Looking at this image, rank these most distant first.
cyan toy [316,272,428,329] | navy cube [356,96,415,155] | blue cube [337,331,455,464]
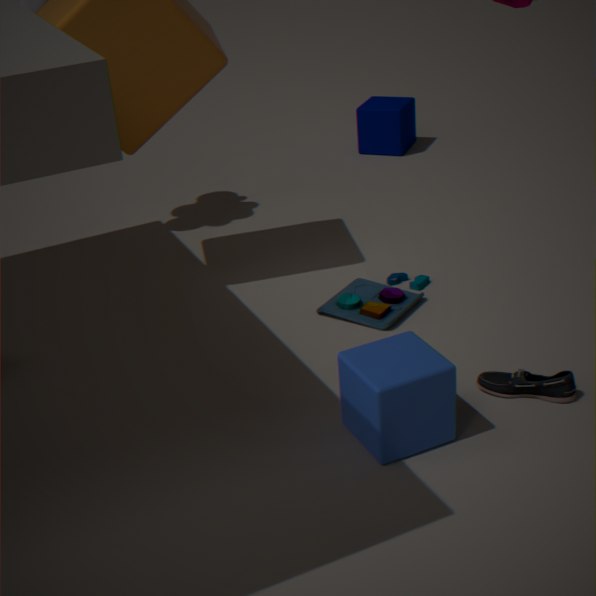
1. navy cube [356,96,415,155]
2. cyan toy [316,272,428,329]
3. blue cube [337,331,455,464]
